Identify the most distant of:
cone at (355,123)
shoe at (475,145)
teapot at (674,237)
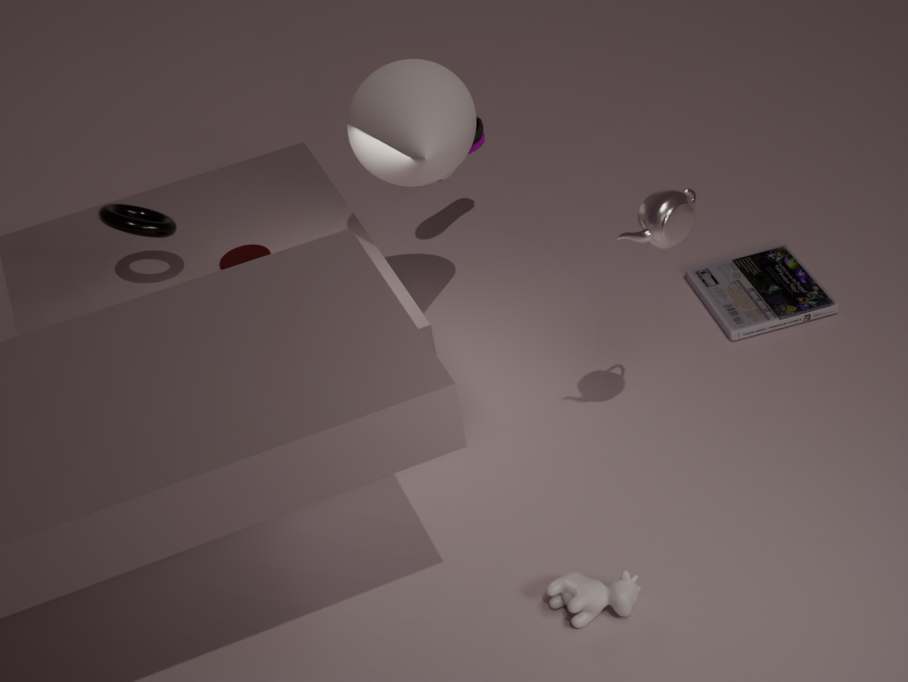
shoe at (475,145)
